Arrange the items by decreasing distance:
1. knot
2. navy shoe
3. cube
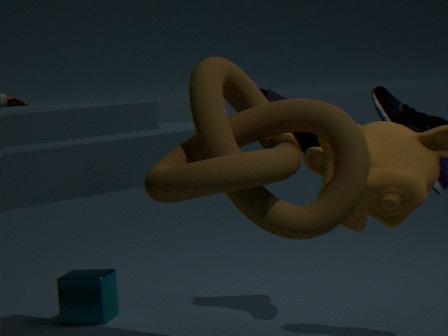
cube
navy shoe
knot
